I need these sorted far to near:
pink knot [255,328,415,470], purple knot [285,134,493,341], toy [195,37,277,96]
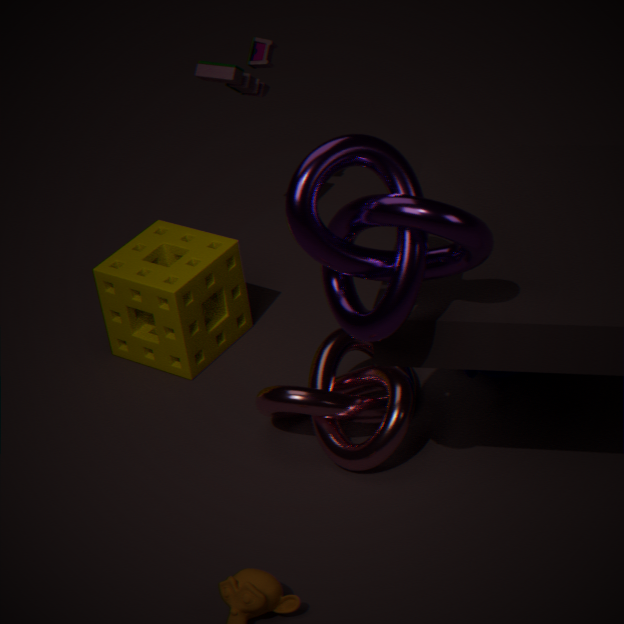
toy [195,37,277,96] → pink knot [255,328,415,470] → purple knot [285,134,493,341]
